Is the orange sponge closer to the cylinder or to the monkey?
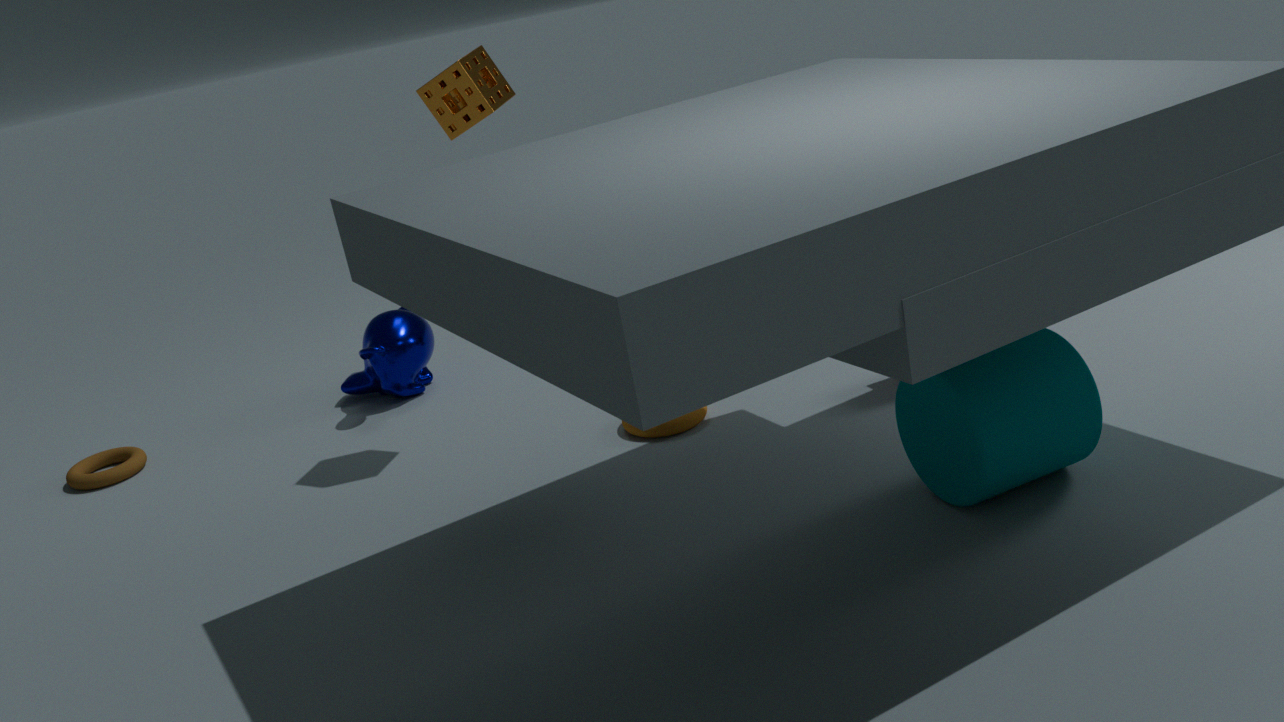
the monkey
